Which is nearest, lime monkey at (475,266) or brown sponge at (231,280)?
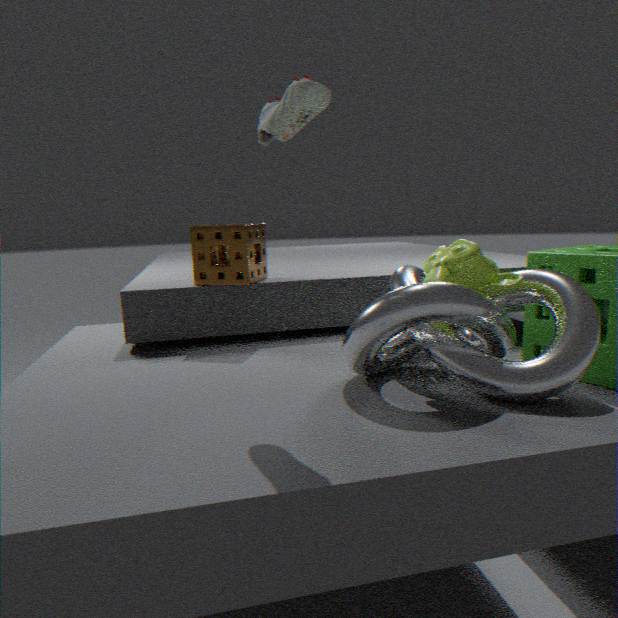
lime monkey at (475,266)
